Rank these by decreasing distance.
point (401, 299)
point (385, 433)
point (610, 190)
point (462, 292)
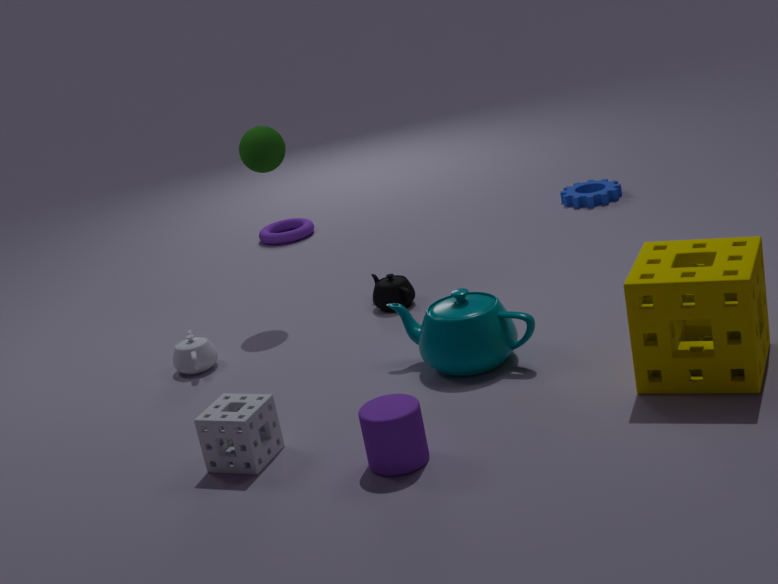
1. point (610, 190)
2. point (401, 299)
3. point (462, 292)
4. point (385, 433)
